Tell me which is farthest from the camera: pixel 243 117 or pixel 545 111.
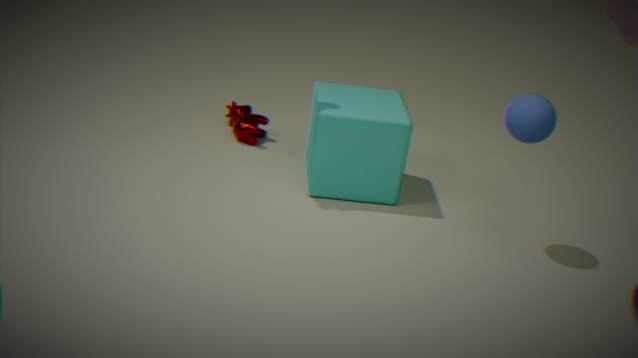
pixel 243 117
